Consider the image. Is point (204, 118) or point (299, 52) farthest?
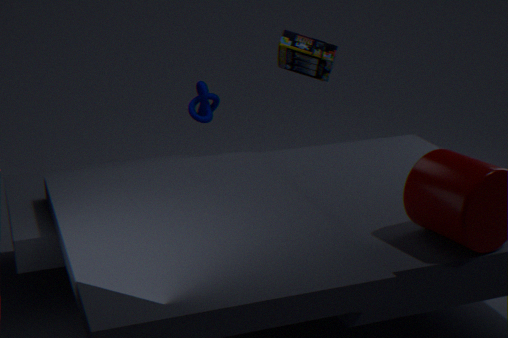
point (204, 118)
